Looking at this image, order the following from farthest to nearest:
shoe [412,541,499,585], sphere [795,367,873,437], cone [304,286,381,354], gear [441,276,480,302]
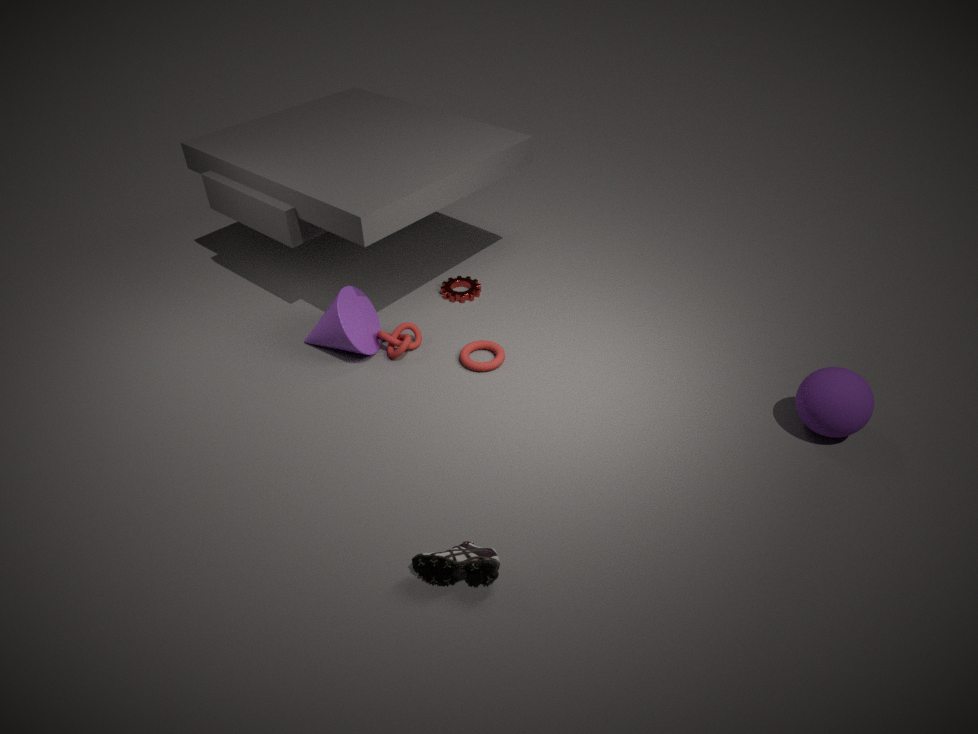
gear [441,276,480,302], cone [304,286,381,354], sphere [795,367,873,437], shoe [412,541,499,585]
